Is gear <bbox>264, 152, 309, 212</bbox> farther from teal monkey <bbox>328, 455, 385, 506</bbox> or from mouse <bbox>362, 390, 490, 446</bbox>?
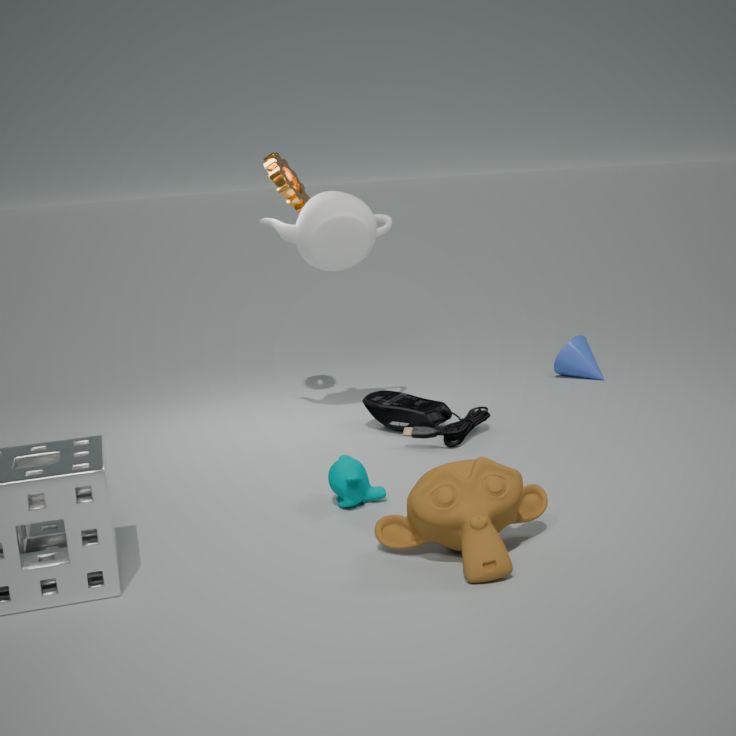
teal monkey <bbox>328, 455, 385, 506</bbox>
